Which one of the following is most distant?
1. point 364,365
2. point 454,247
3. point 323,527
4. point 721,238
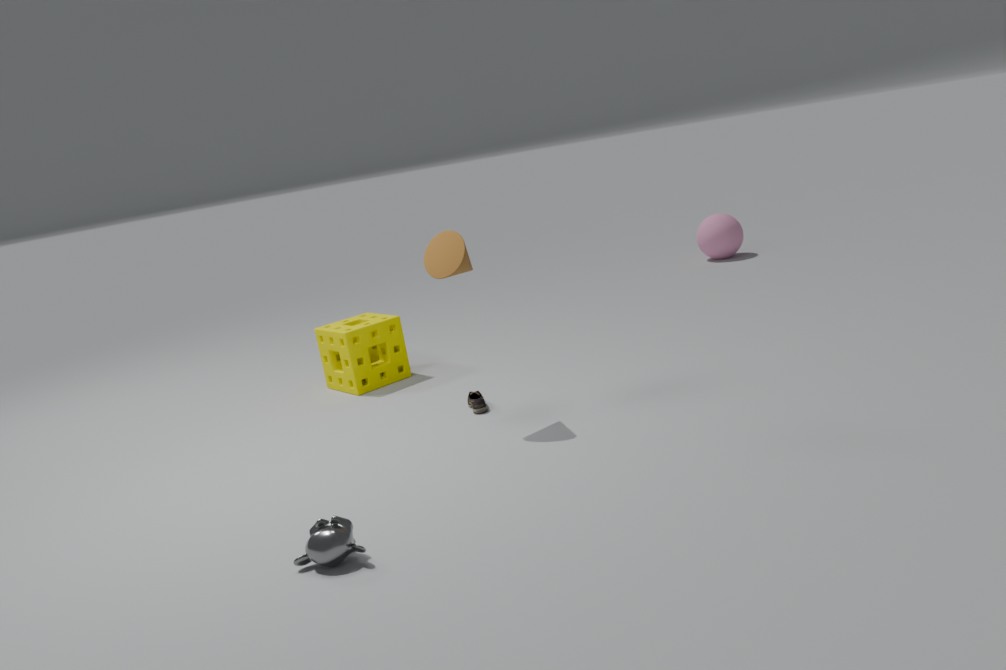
point 721,238
